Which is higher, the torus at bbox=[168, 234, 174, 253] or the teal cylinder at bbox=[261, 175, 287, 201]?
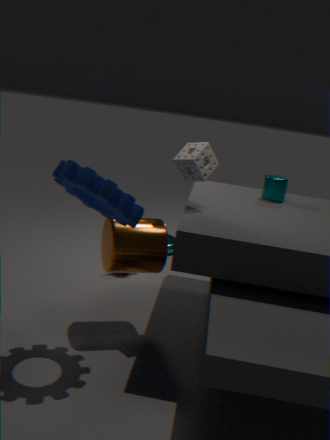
the teal cylinder at bbox=[261, 175, 287, 201]
